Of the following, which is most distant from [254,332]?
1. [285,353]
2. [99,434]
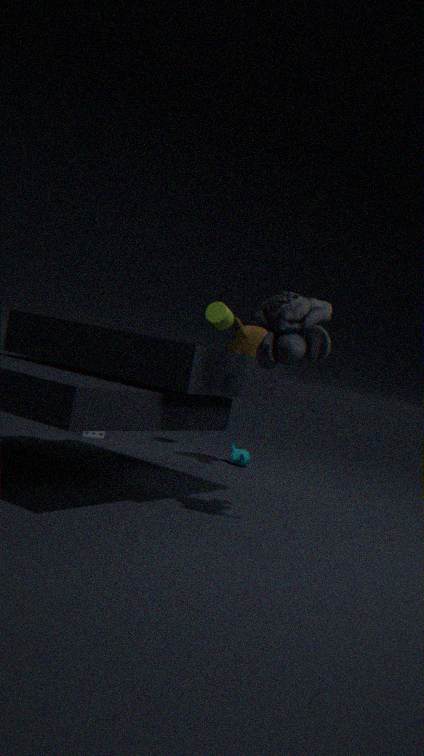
[285,353]
